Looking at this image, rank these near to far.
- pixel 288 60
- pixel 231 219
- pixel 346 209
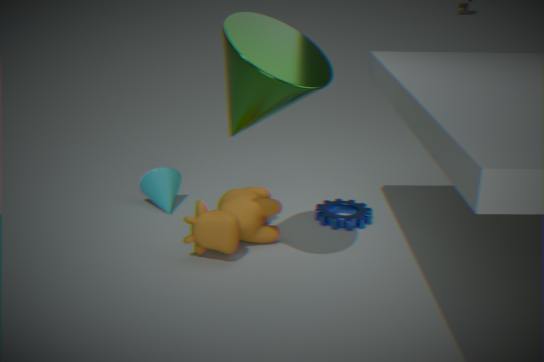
pixel 288 60 → pixel 231 219 → pixel 346 209
